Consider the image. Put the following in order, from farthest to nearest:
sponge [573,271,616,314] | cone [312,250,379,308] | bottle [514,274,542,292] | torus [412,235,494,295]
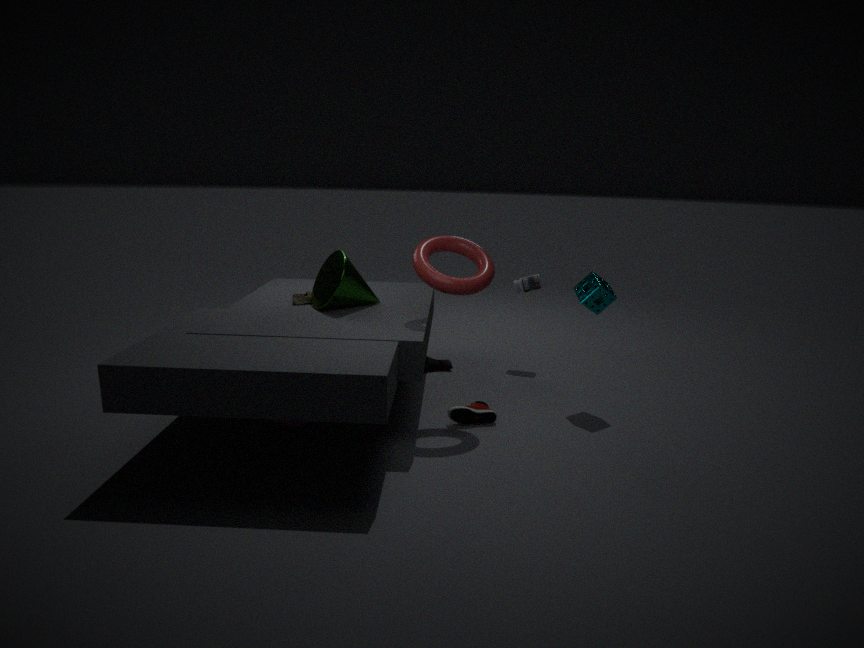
bottle [514,274,542,292] → sponge [573,271,616,314] → cone [312,250,379,308] → torus [412,235,494,295]
